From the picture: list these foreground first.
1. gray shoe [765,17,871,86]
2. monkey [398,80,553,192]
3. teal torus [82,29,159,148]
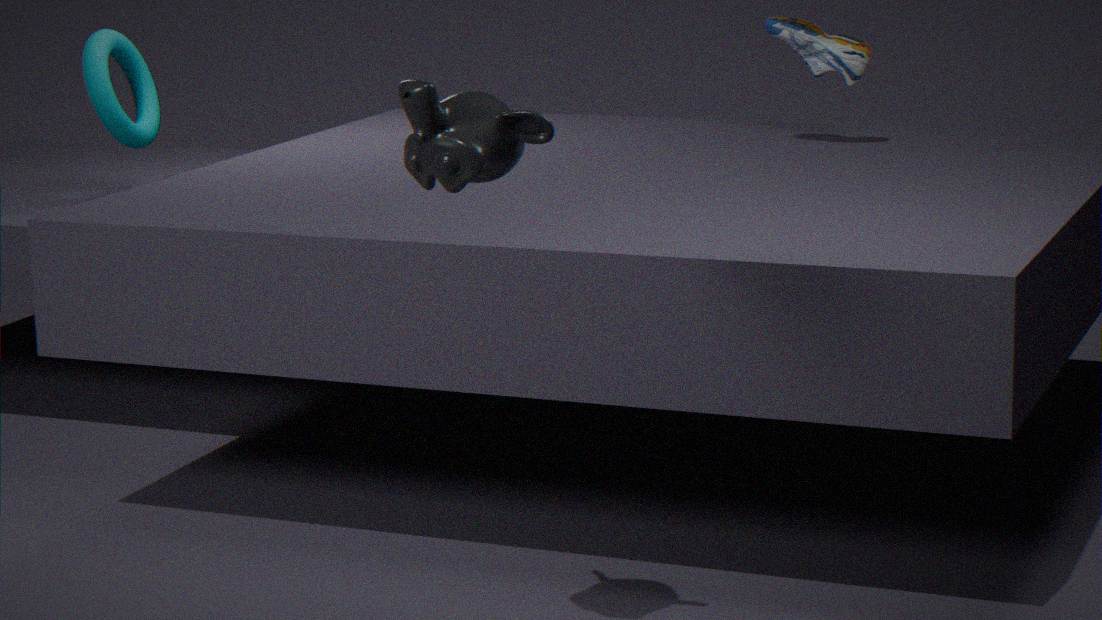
monkey [398,80,553,192] → gray shoe [765,17,871,86] → teal torus [82,29,159,148]
